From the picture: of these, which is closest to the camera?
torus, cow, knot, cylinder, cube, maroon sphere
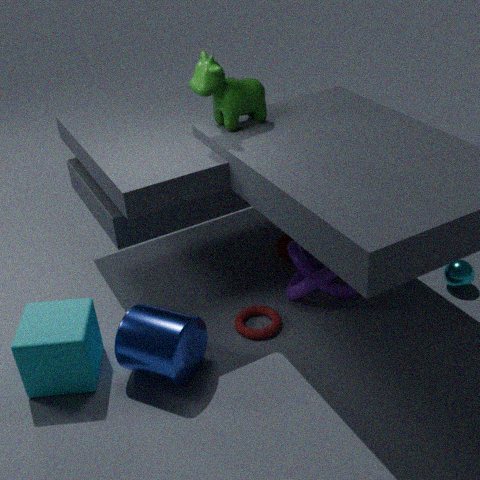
cylinder
